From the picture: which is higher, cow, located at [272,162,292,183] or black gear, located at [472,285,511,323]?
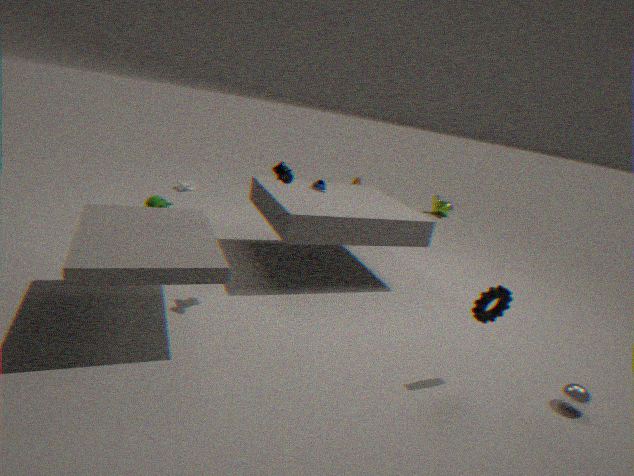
cow, located at [272,162,292,183]
